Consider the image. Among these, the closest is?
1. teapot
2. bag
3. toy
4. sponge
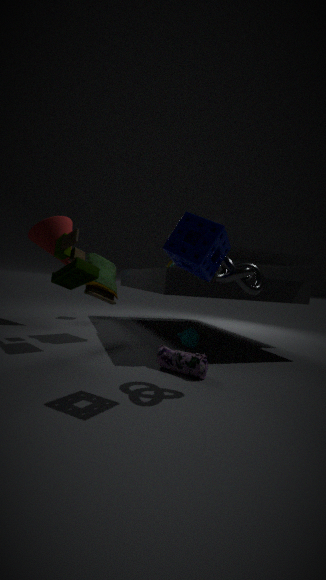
sponge
